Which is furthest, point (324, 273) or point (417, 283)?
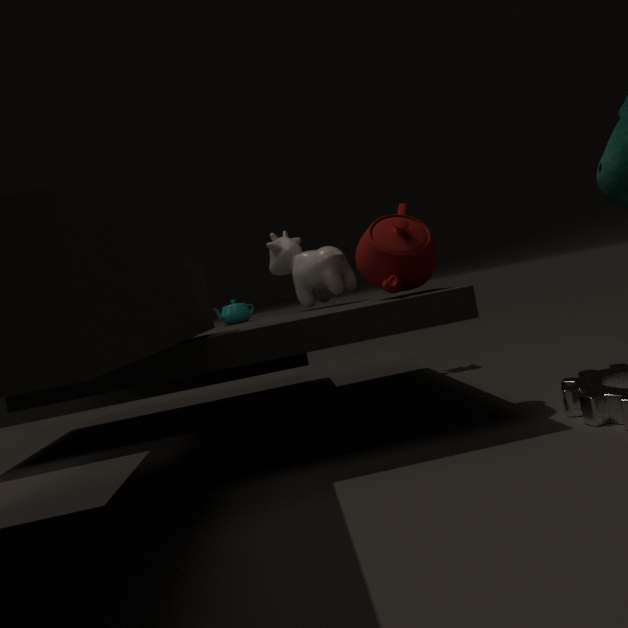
point (324, 273)
